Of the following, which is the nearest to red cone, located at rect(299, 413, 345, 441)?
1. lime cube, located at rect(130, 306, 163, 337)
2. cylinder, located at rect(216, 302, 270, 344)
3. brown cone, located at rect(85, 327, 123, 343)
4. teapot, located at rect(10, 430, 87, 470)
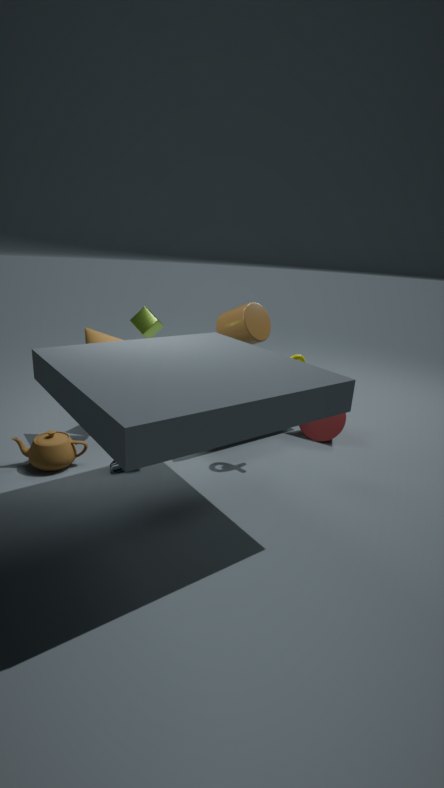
cylinder, located at rect(216, 302, 270, 344)
